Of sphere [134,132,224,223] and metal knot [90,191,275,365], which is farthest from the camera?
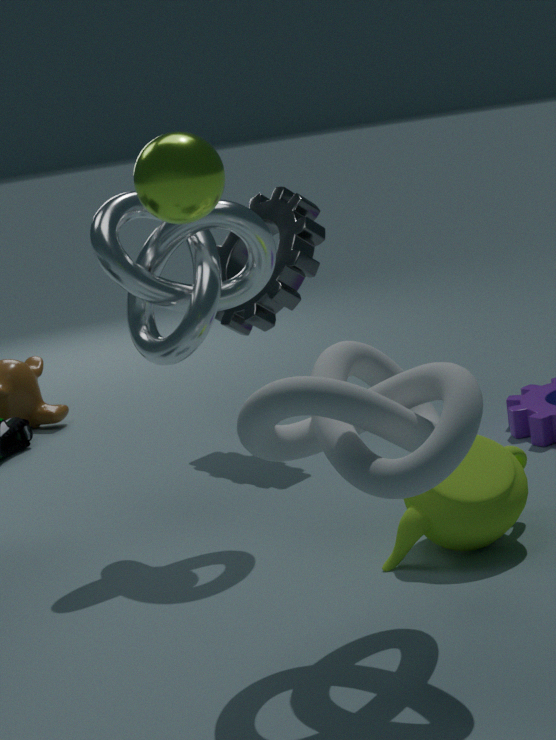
metal knot [90,191,275,365]
